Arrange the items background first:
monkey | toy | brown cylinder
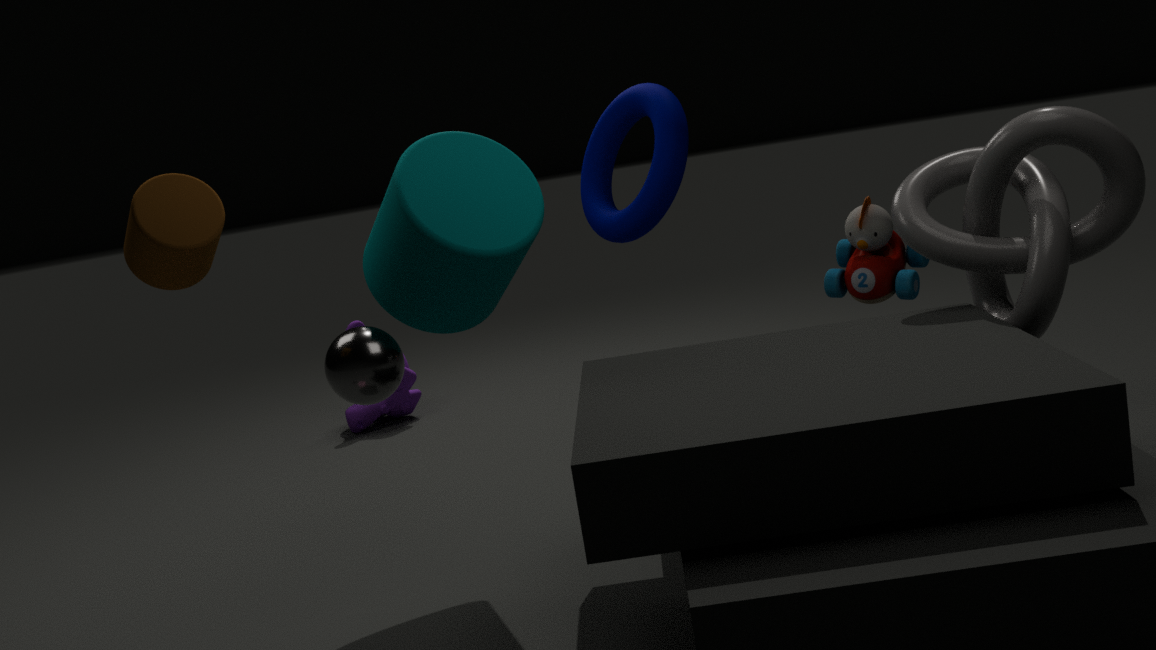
monkey, toy, brown cylinder
